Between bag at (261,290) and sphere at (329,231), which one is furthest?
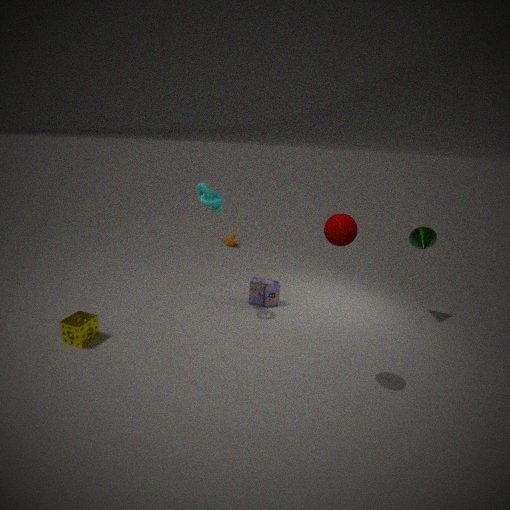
bag at (261,290)
